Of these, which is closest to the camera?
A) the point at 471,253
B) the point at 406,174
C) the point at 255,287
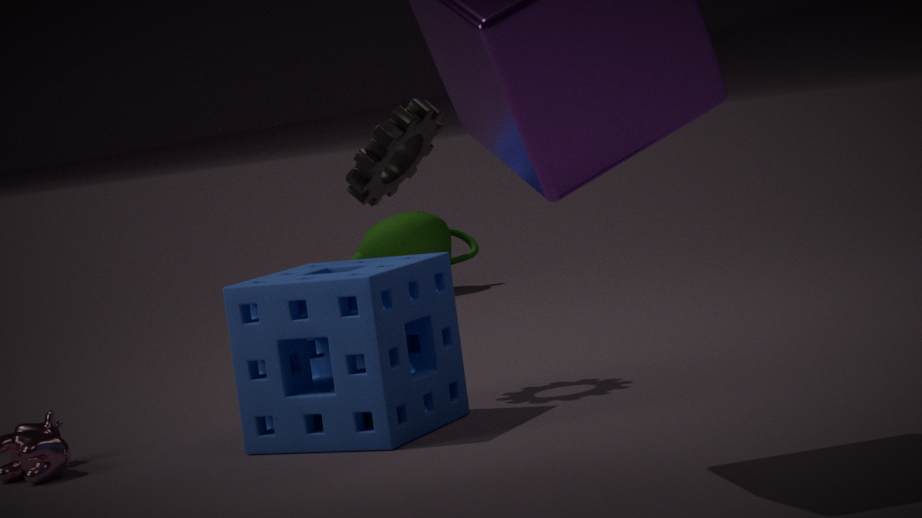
the point at 255,287
